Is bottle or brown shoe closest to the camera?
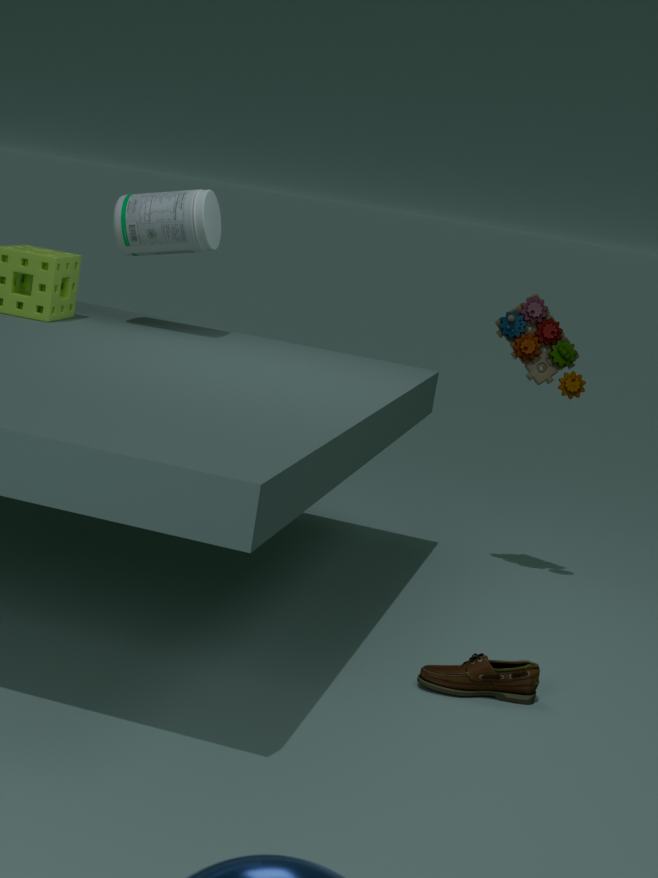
brown shoe
